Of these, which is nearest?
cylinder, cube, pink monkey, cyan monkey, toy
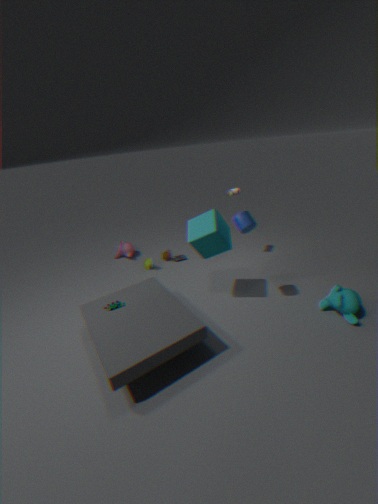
cylinder
